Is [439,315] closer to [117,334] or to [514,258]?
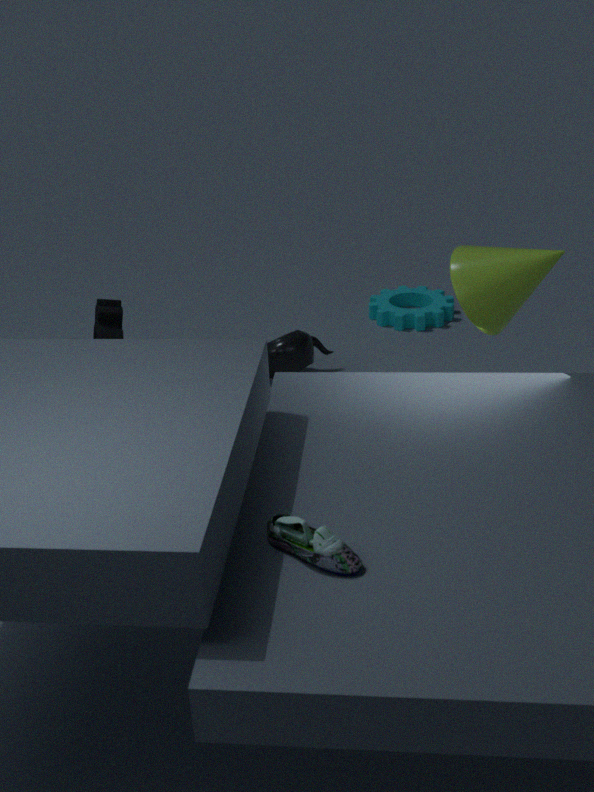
[514,258]
